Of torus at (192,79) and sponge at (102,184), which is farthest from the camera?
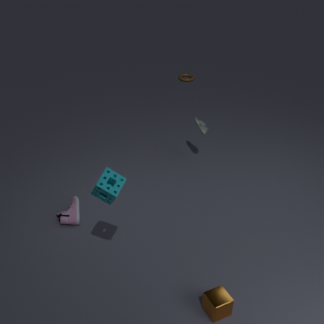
torus at (192,79)
